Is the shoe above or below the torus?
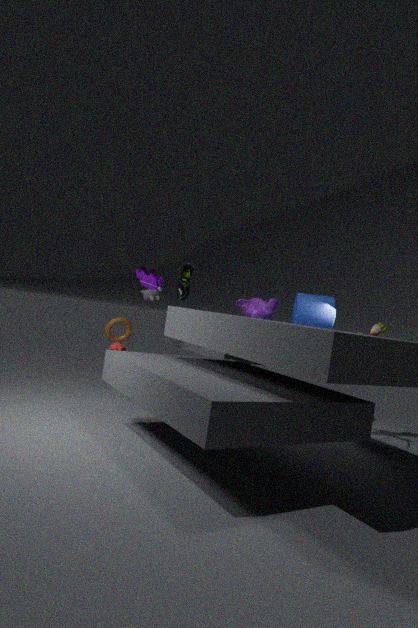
above
